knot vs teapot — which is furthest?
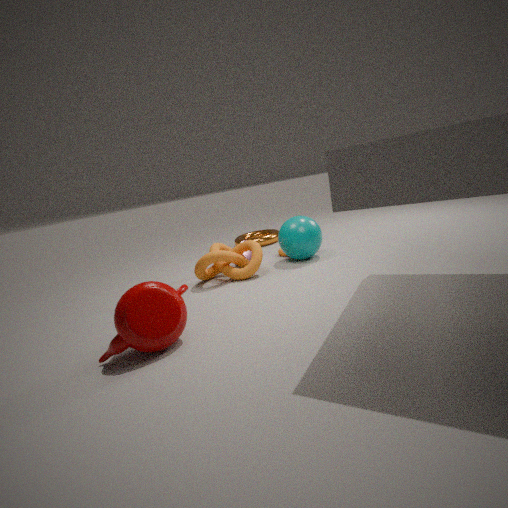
knot
